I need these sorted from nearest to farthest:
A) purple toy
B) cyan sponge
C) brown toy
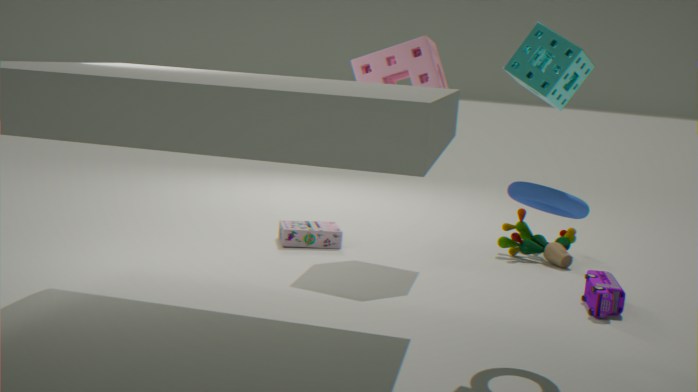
1. cyan sponge
2. purple toy
3. brown toy
